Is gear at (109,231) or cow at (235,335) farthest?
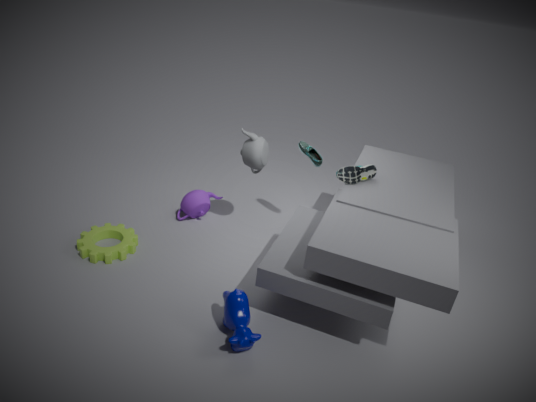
gear at (109,231)
